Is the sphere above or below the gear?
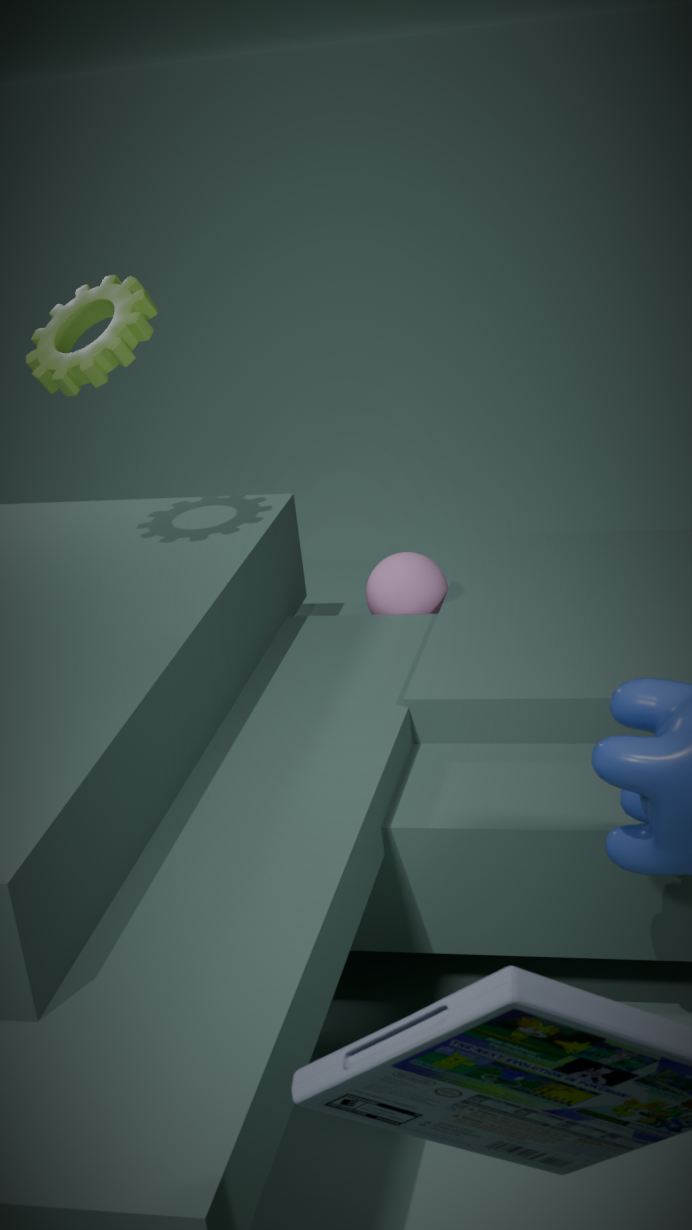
below
